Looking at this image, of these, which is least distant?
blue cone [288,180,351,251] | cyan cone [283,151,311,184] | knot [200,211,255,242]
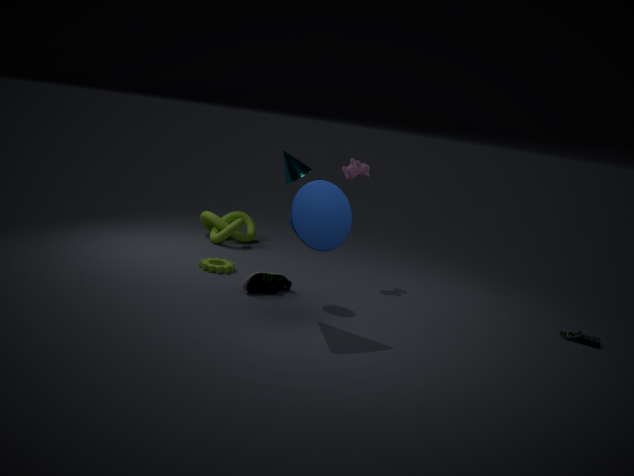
blue cone [288,180,351,251]
